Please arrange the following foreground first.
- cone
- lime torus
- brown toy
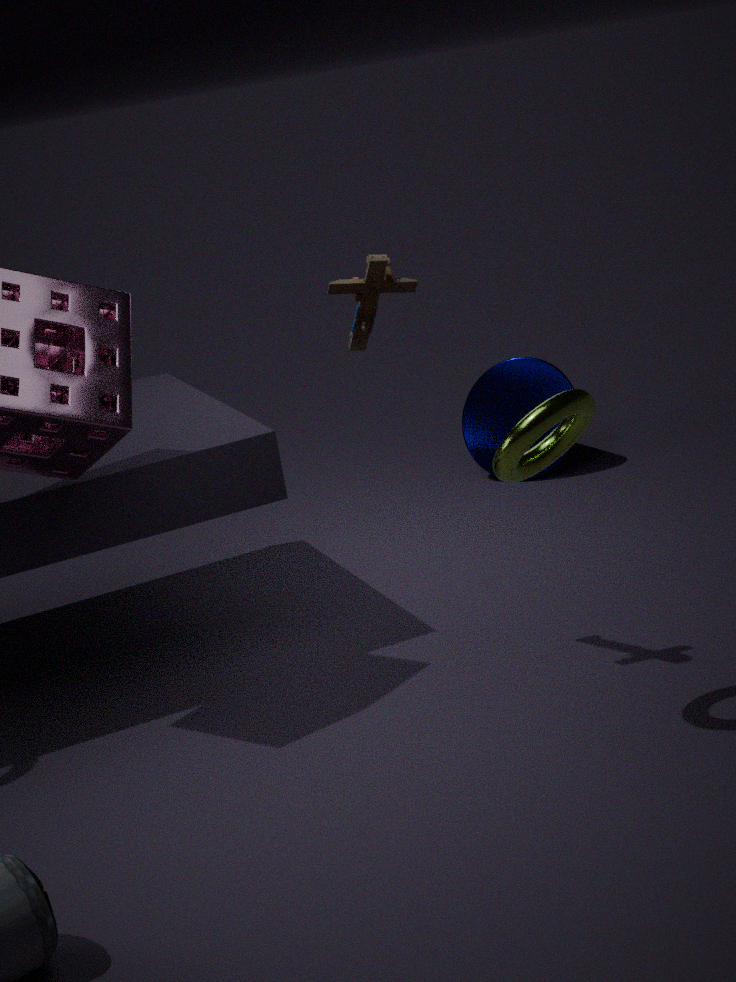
lime torus, brown toy, cone
